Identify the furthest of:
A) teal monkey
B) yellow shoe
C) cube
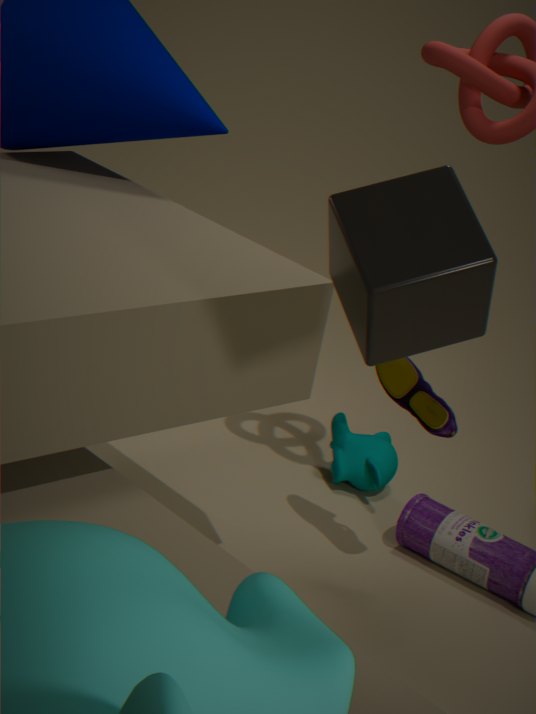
teal monkey
